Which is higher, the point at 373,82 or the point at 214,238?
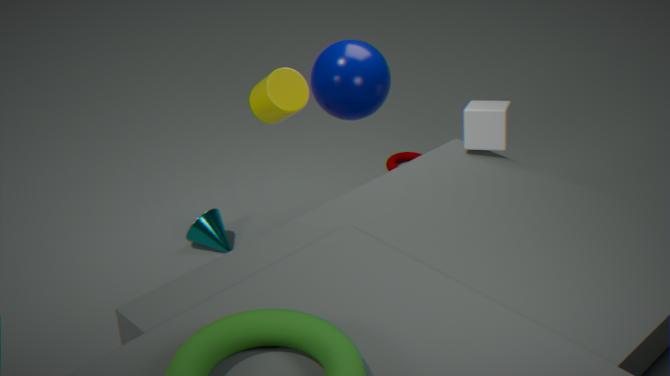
the point at 373,82
